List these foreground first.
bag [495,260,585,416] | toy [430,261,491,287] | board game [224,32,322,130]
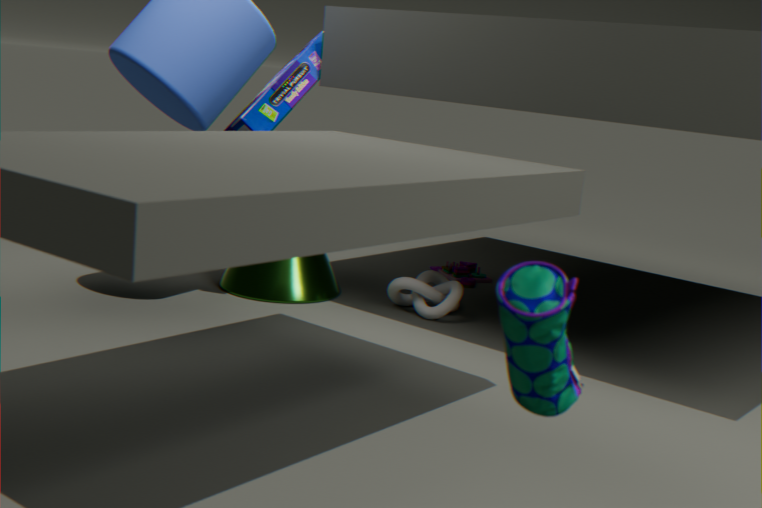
bag [495,260,585,416], board game [224,32,322,130], toy [430,261,491,287]
